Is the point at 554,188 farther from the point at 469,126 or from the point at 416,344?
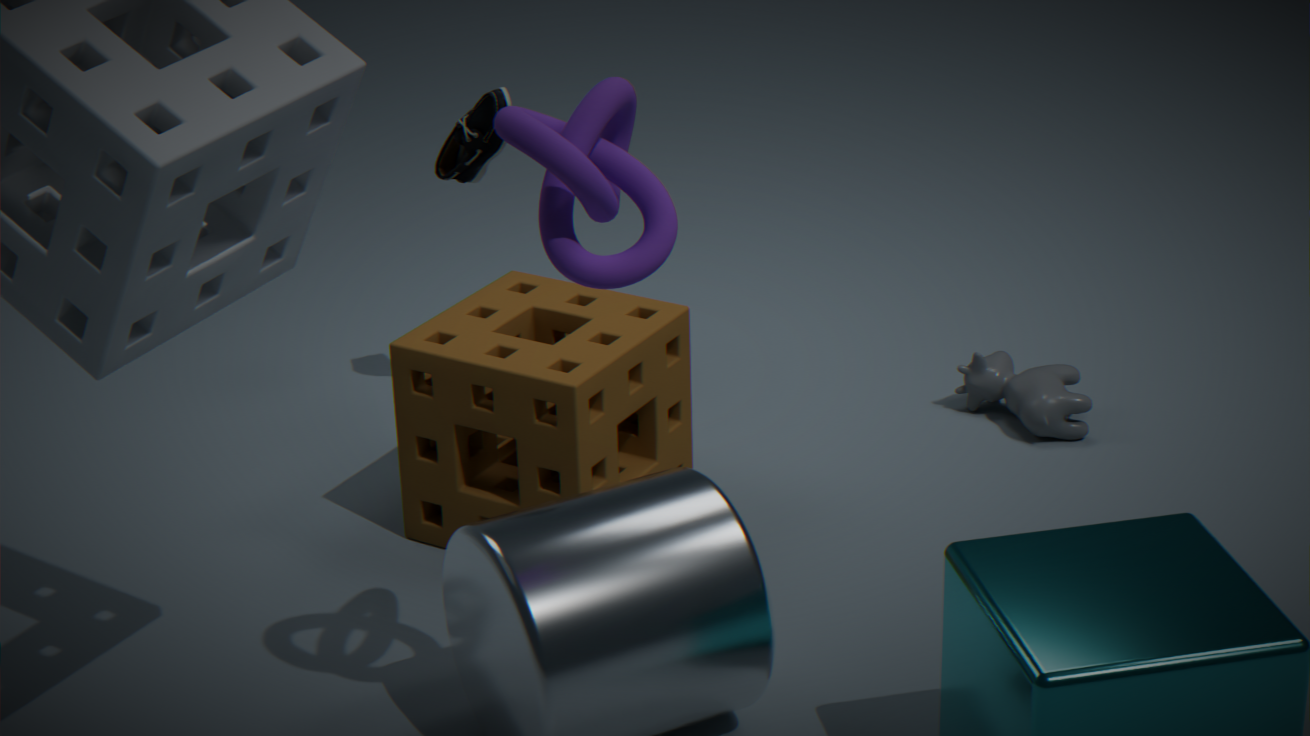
the point at 469,126
